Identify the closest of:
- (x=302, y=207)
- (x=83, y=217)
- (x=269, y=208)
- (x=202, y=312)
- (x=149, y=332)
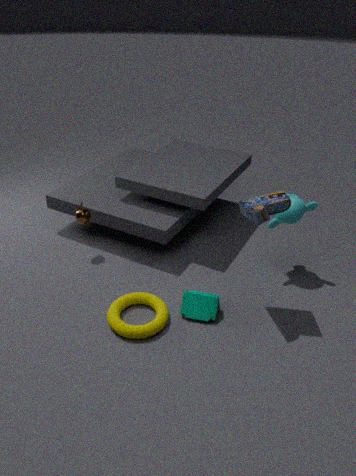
(x=269, y=208)
